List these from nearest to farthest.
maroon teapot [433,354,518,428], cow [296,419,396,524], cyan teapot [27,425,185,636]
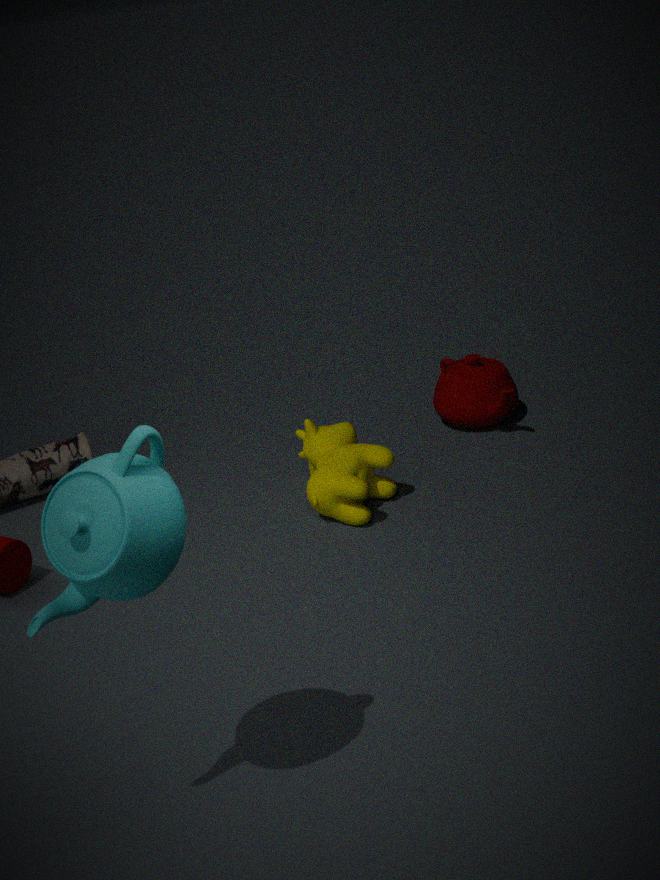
cyan teapot [27,425,185,636]
cow [296,419,396,524]
maroon teapot [433,354,518,428]
